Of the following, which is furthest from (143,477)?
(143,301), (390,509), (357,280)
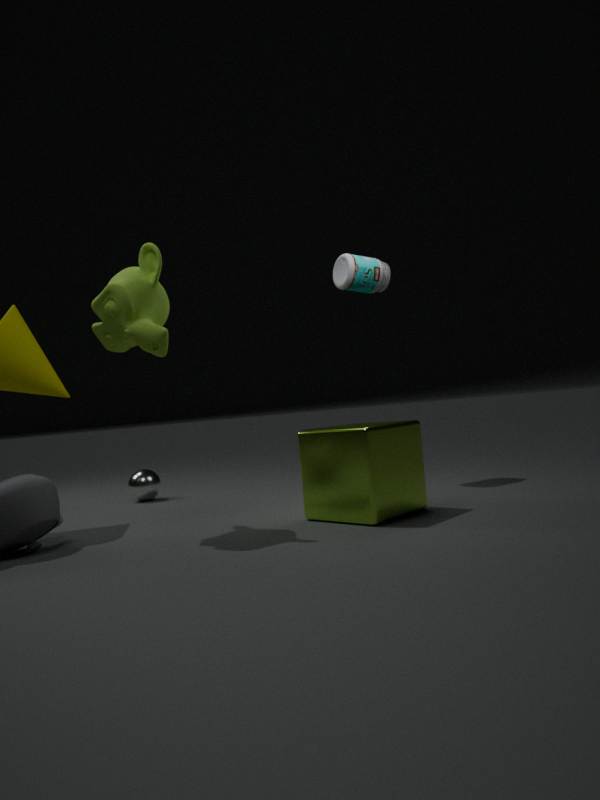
(357,280)
